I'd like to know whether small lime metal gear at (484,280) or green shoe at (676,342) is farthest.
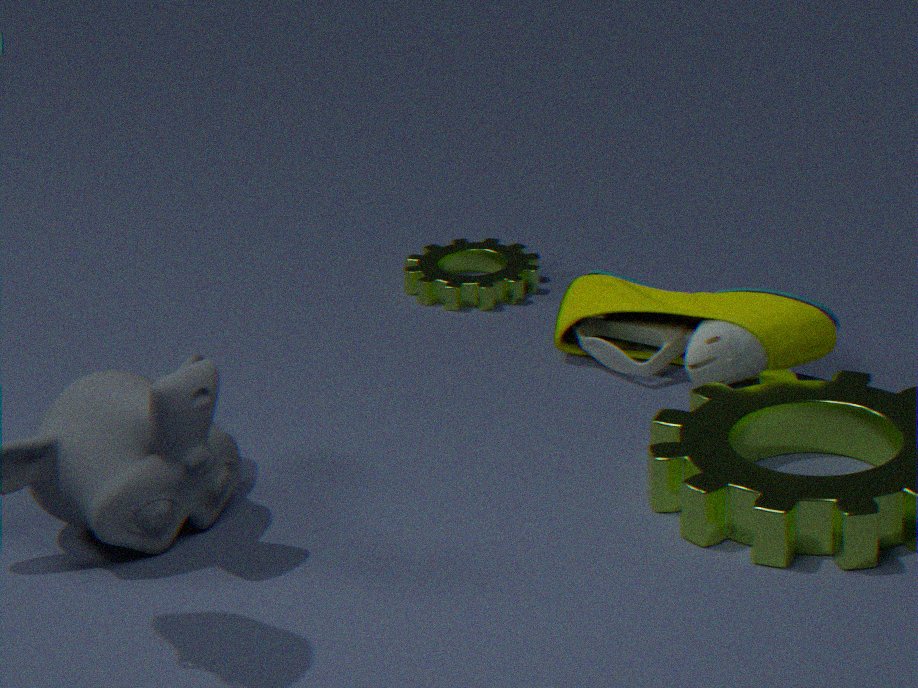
small lime metal gear at (484,280)
